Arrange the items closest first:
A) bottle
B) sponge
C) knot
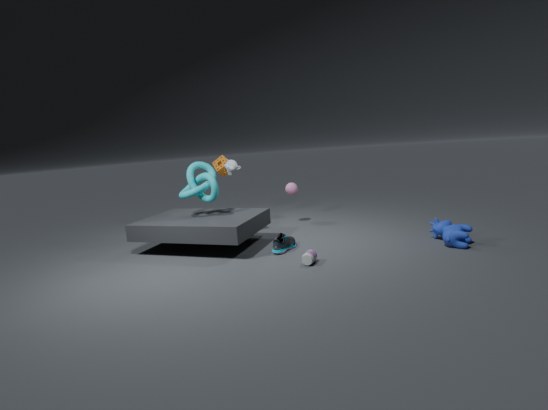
bottle, knot, sponge
